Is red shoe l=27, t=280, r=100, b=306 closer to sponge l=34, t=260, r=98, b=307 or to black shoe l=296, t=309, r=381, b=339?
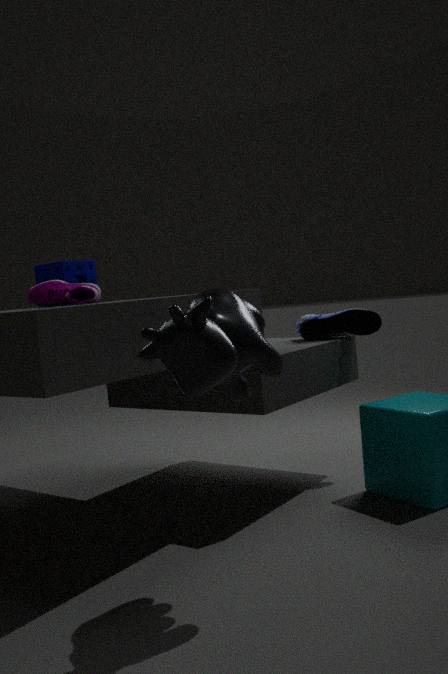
sponge l=34, t=260, r=98, b=307
